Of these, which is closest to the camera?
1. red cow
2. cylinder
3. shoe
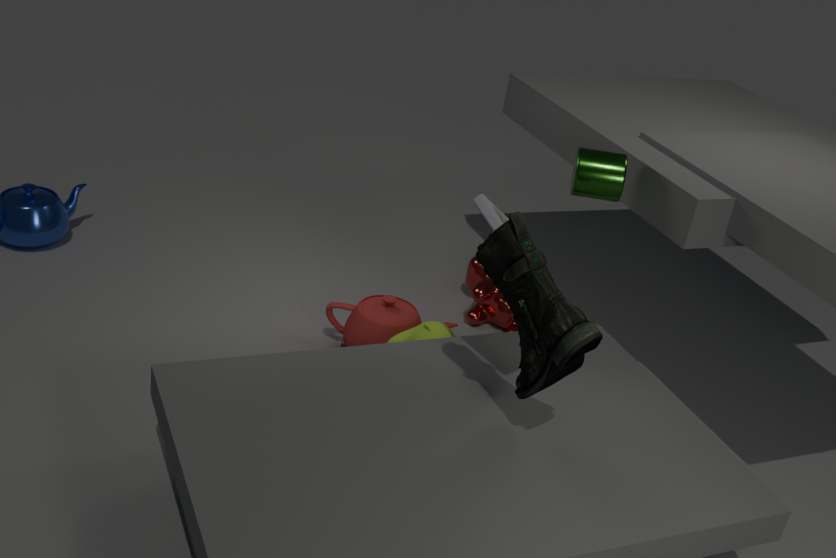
shoe
